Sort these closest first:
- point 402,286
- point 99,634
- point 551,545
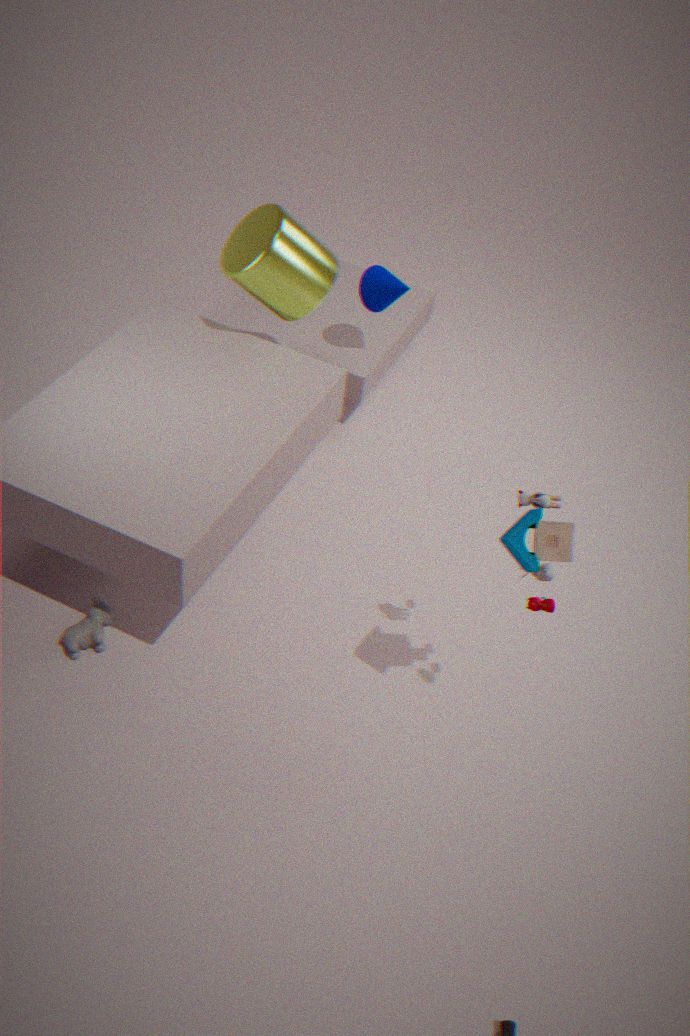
1. point 551,545
2. point 99,634
3. point 402,286
